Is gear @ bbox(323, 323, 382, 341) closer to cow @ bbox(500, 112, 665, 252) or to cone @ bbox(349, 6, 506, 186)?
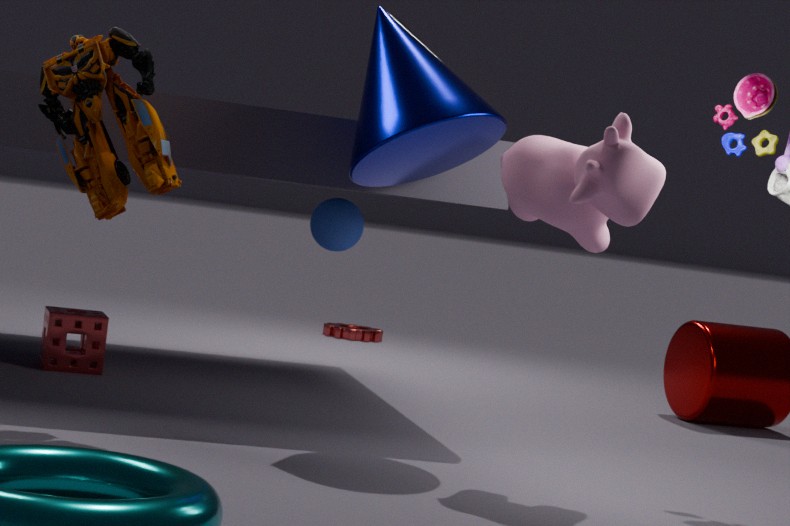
cone @ bbox(349, 6, 506, 186)
